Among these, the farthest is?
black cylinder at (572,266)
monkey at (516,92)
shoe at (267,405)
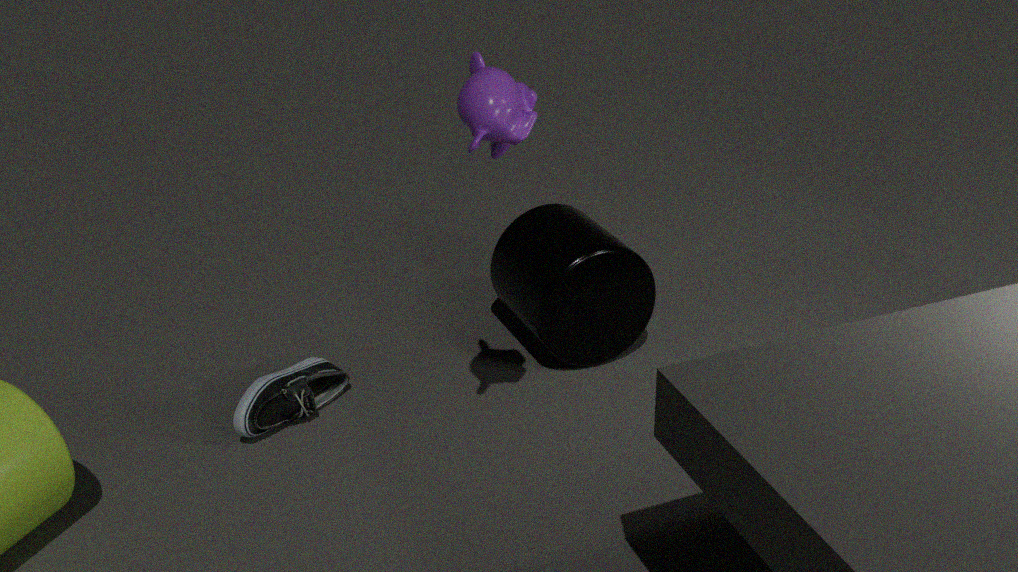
black cylinder at (572,266)
